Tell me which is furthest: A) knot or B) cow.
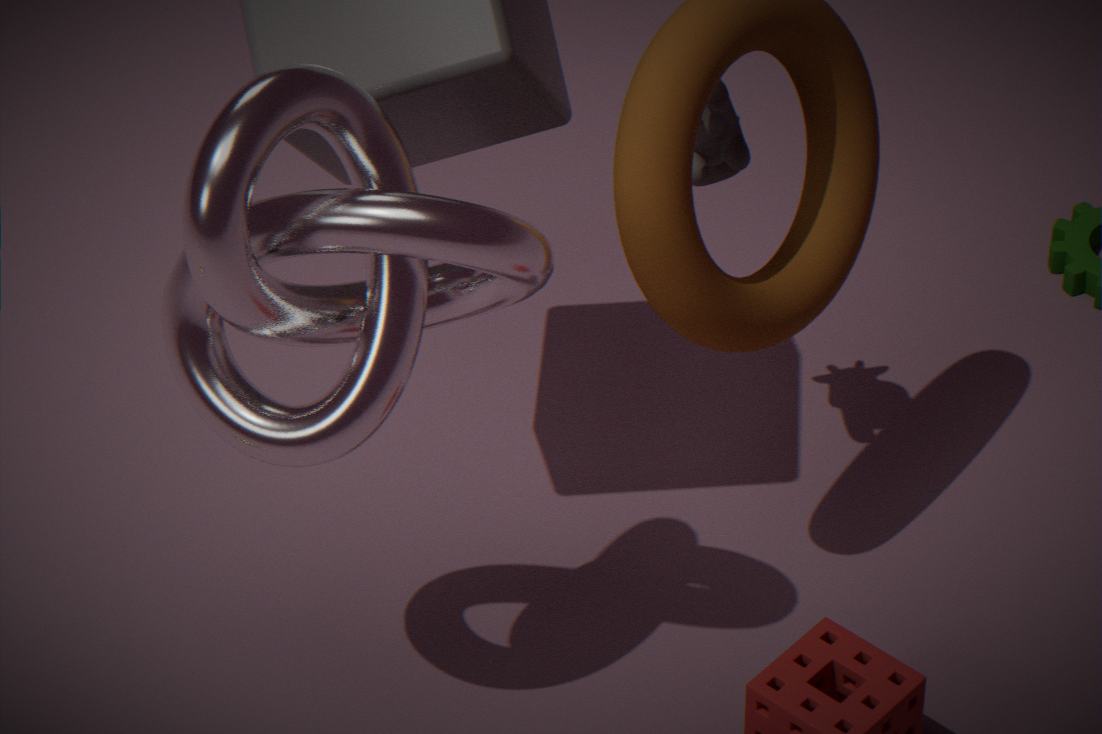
B. cow
